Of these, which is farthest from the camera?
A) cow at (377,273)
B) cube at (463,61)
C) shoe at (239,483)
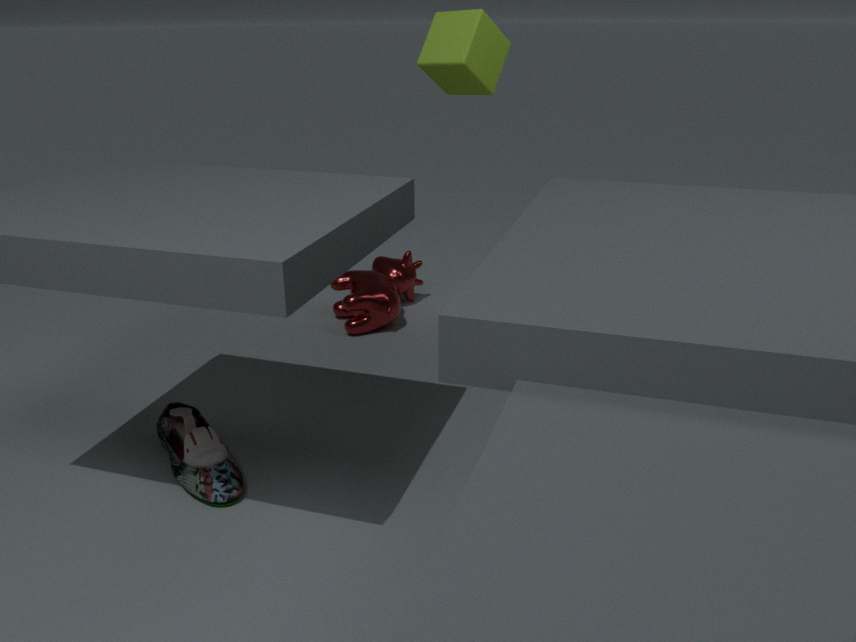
cow at (377,273)
